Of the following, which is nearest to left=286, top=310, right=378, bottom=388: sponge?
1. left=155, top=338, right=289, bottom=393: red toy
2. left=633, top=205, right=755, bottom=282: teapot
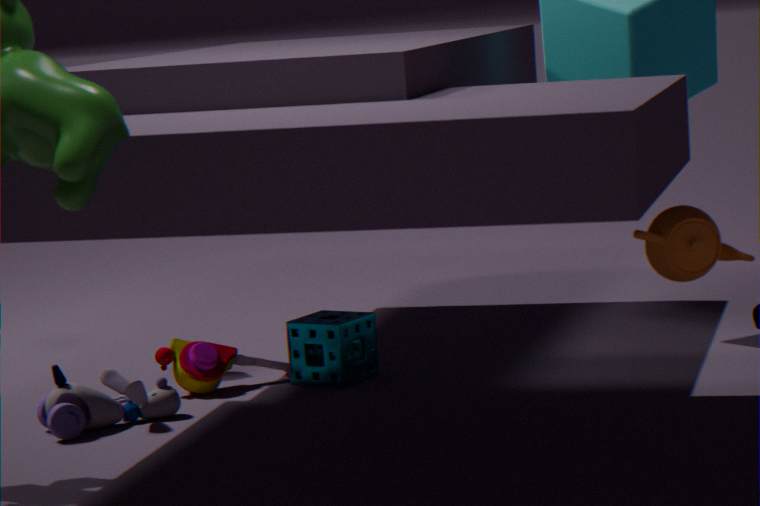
left=155, top=338, right=289, bottom=393: red toy
